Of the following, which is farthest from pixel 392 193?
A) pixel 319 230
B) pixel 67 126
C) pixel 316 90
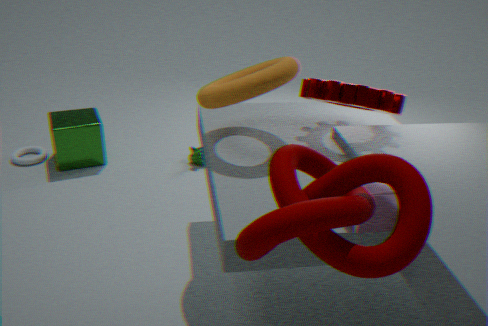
pixel 67 126
